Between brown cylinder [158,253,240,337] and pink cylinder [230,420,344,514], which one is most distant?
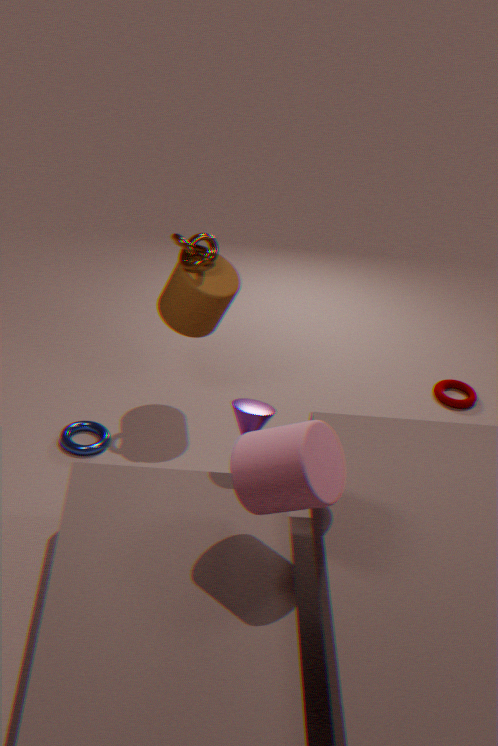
brown cylinder [158,253,240,337]
